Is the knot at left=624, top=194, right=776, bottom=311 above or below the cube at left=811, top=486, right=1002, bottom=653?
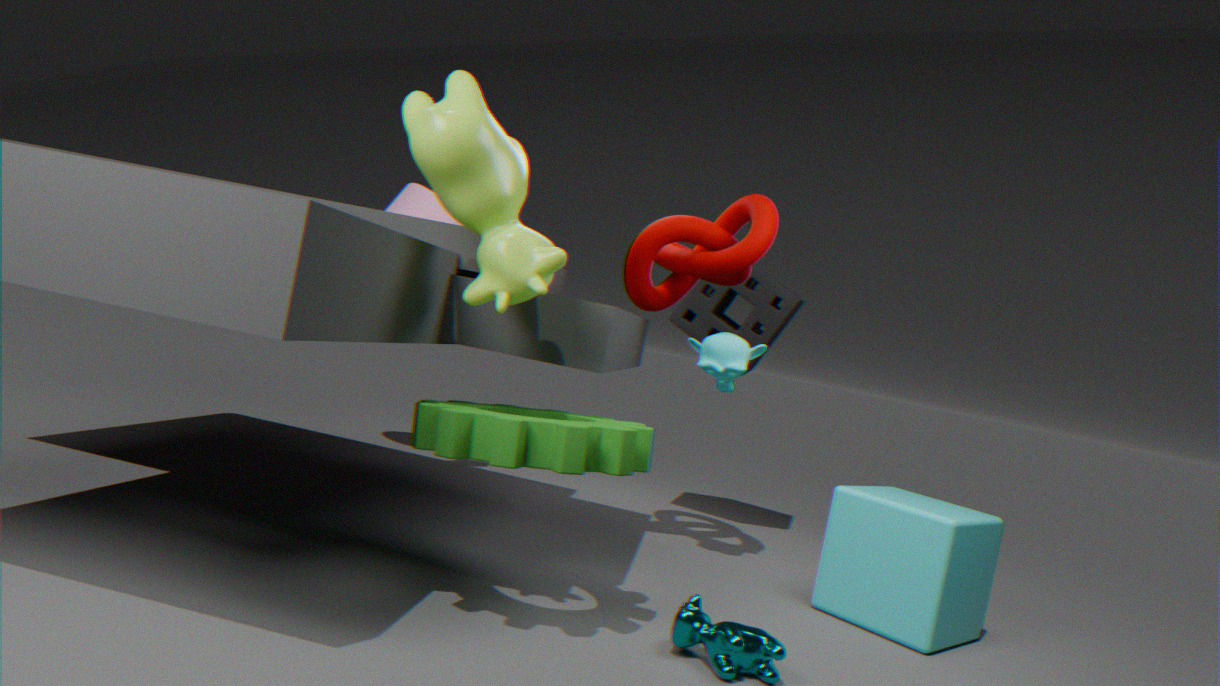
above
